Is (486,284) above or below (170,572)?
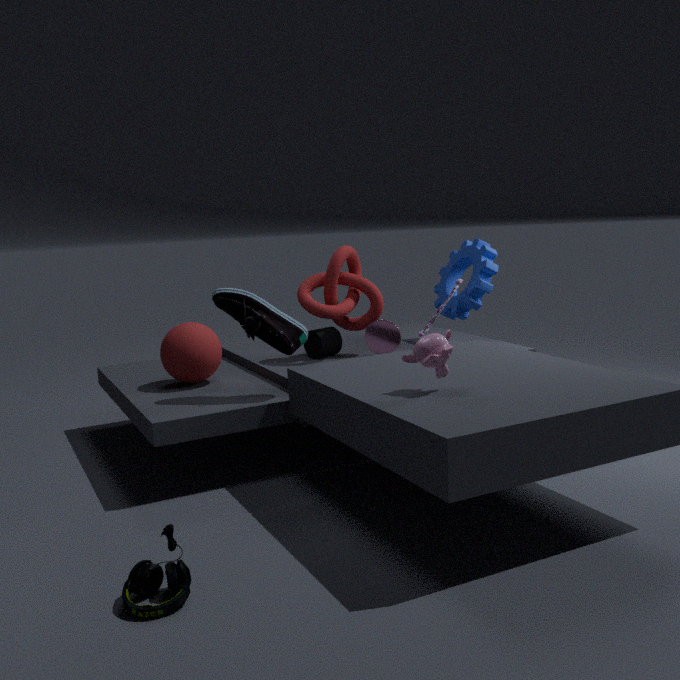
above
